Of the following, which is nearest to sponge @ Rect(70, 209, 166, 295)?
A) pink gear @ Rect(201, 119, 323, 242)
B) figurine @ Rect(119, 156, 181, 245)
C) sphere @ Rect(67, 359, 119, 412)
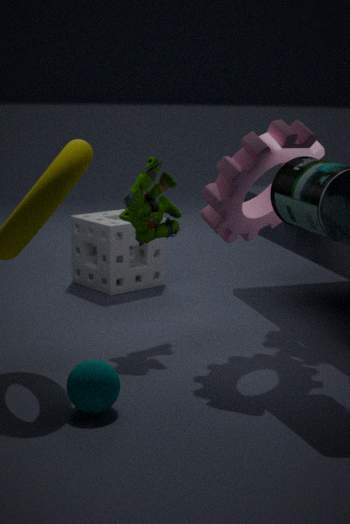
figurine @ Rect(119, 156, 181, 245)
